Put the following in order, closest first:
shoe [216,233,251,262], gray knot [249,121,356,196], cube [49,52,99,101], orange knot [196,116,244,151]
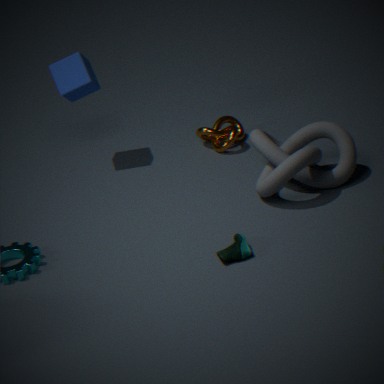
shoe [216,233,251,262] < gray knot [249,121,356,196] < cube [49,52,99,101] < orange knot [196,116,244,151]
